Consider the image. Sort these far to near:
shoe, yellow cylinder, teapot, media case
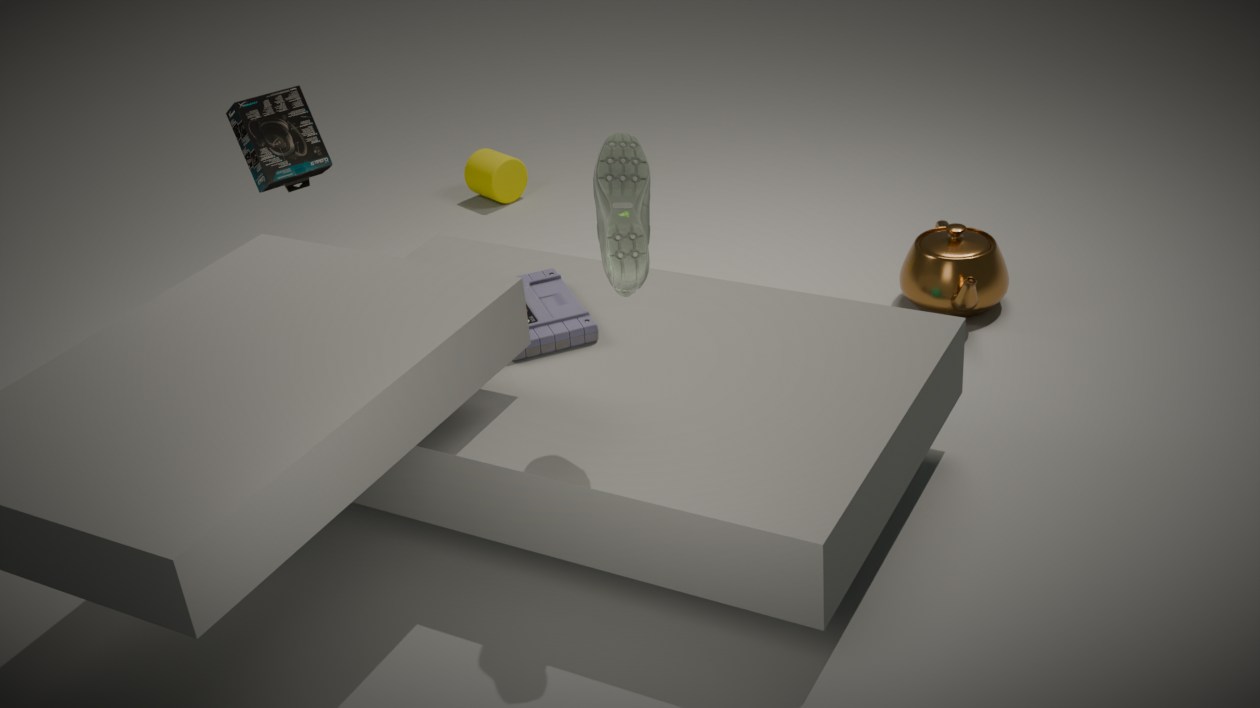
yellow cylinder
teapot
media case
shoe
